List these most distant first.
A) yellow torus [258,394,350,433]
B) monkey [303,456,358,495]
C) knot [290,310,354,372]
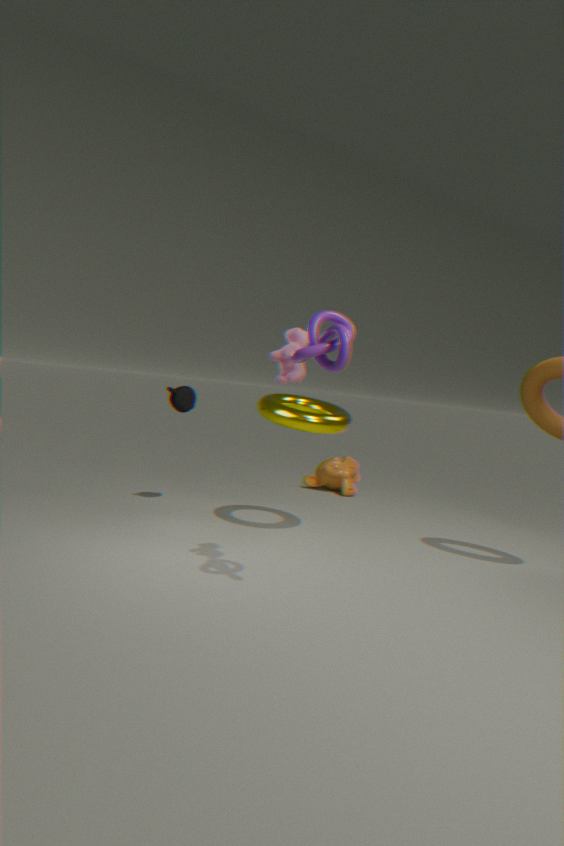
monkey [303,456,358,495] < yellow torus [258,394,350,433] < knot [290,310,354,372]
